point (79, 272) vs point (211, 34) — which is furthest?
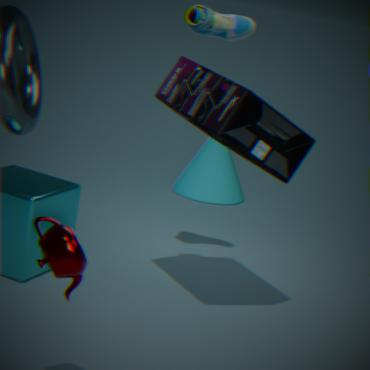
point (211, 34)
